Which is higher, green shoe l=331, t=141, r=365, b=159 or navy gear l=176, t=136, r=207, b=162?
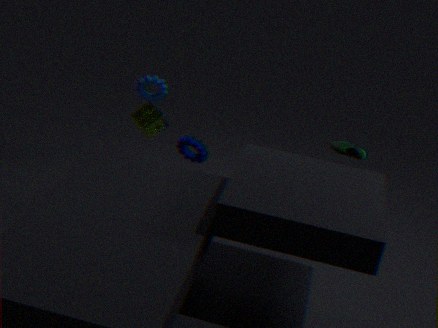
green shoe l=331, t=141, r=365, b=159
